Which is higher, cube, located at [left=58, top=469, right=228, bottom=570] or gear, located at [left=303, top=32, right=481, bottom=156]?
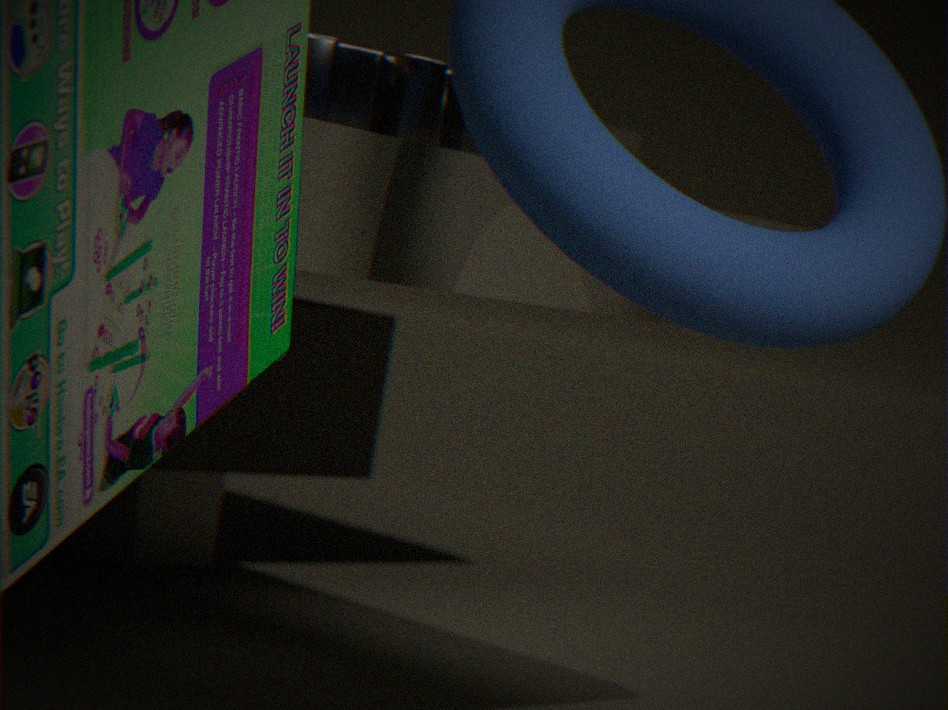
gear, located at [left=303, top=32, right=481, bottom=156]
